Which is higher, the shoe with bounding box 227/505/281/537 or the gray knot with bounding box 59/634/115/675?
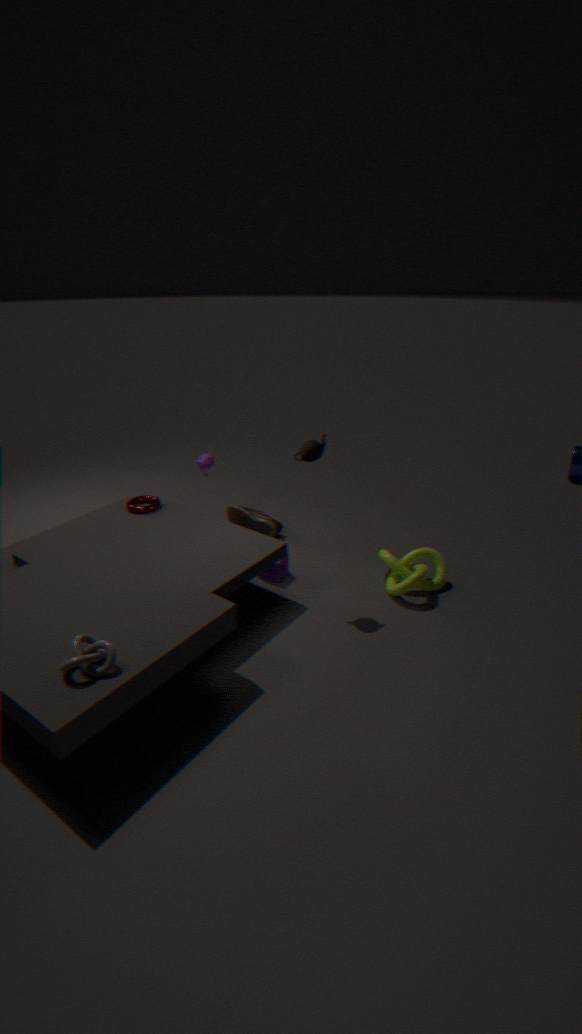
the gray knot with bounding box 59/634/115/675
